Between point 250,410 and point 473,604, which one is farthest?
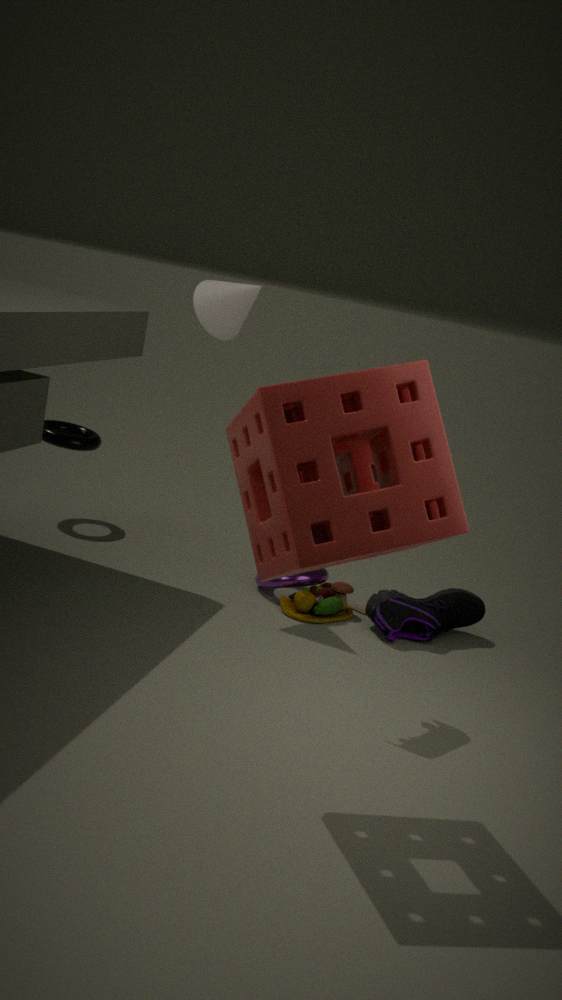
point 473,604
